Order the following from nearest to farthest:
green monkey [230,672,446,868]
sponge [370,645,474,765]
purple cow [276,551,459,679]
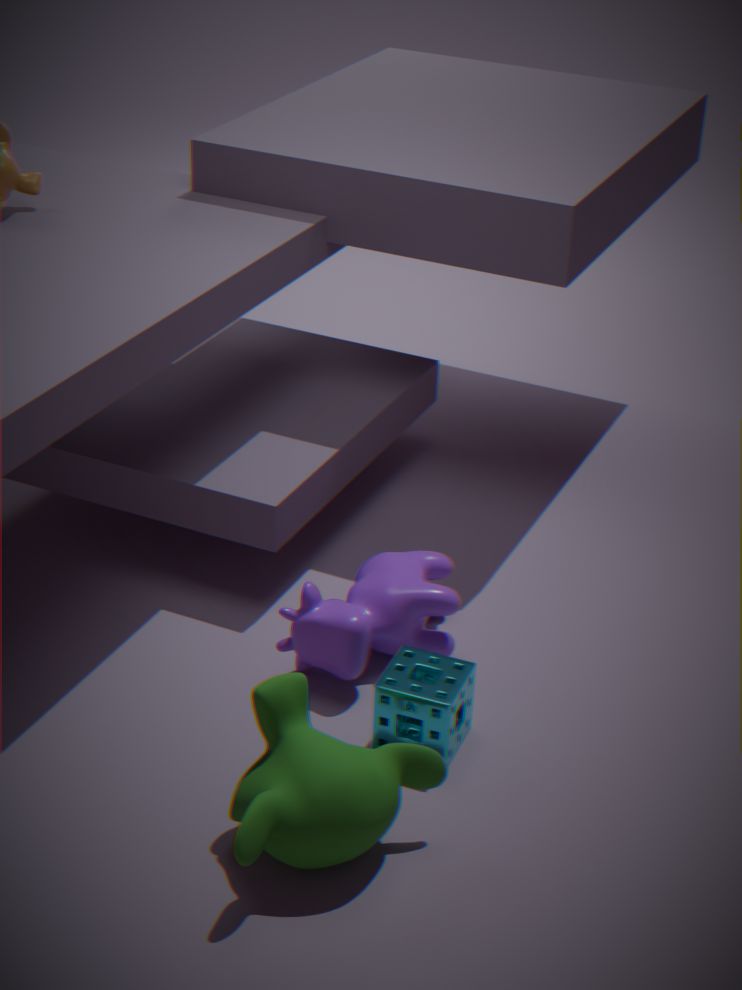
green monkey [230,672,446,868], sponge [370,645,474,765], purple cow [276,551,459,679]
